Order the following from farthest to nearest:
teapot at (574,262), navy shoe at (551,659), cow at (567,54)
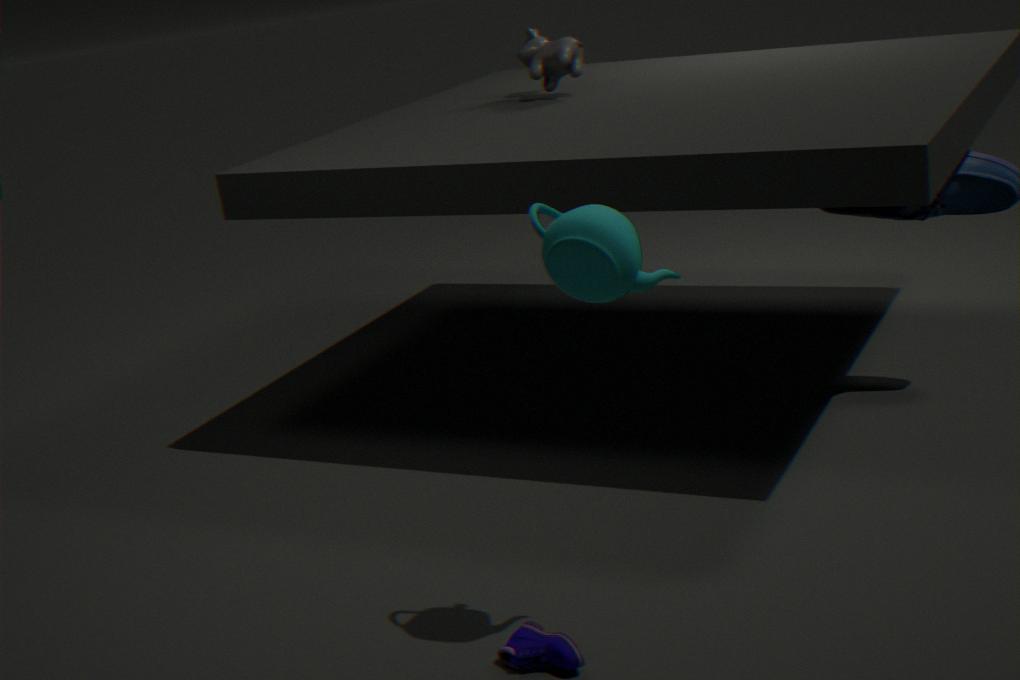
cow at (567,54) → navy shoe at (551,659) → teapot at (574,262)
